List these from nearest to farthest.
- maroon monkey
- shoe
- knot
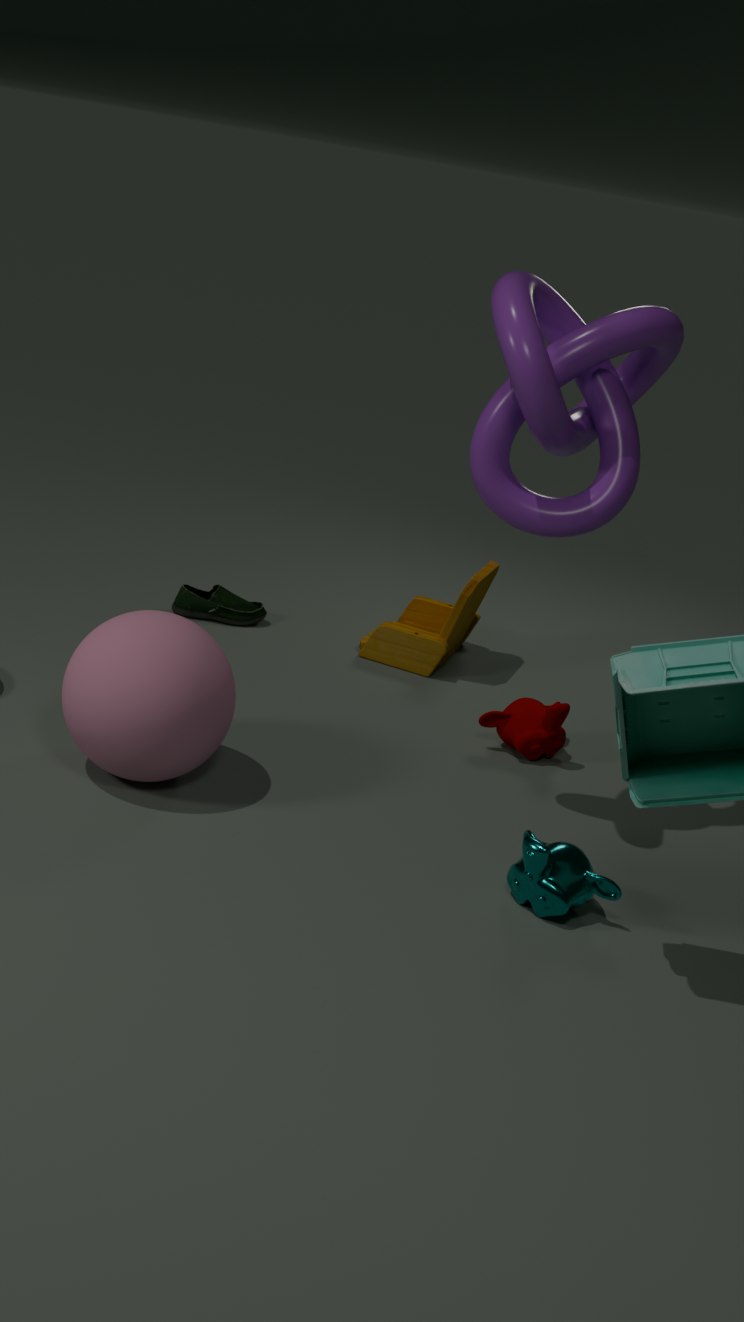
knot
maroon monkey
shoe
